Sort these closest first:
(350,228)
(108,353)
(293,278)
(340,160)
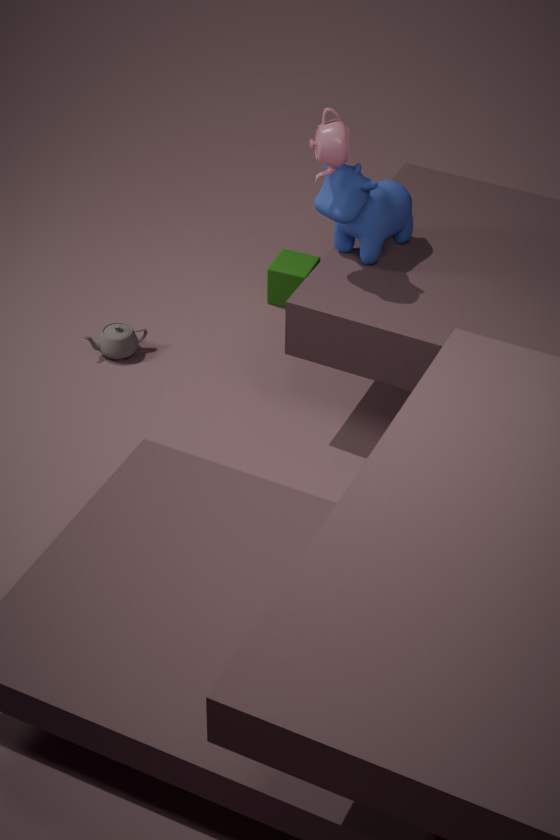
(340,160) → (350,228) → (108,353) → (293,278)
